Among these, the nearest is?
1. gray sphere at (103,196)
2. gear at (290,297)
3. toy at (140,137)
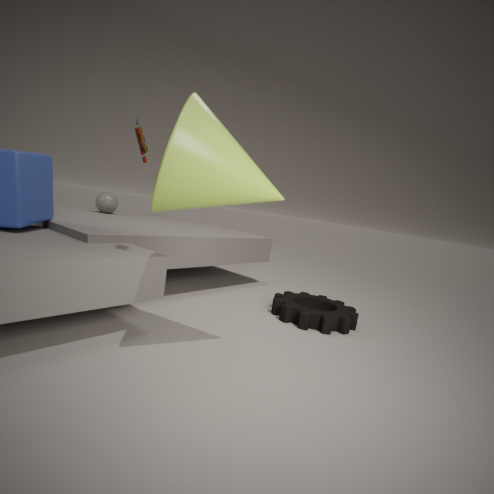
toy at (140,137)
